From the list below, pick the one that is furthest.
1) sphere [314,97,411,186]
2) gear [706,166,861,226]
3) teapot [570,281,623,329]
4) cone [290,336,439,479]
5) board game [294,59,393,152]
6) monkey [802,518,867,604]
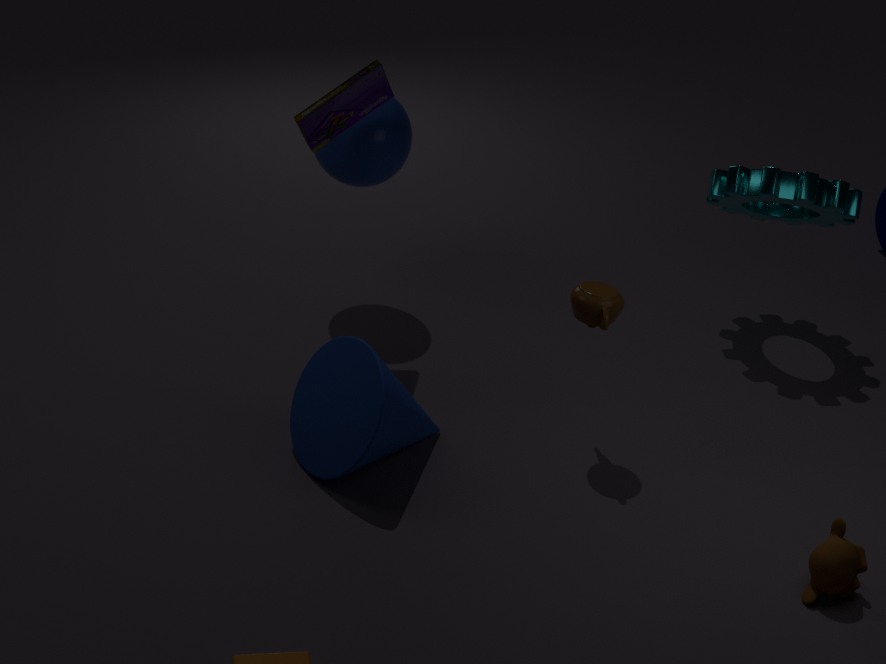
2. gear [706,166,861,226]
